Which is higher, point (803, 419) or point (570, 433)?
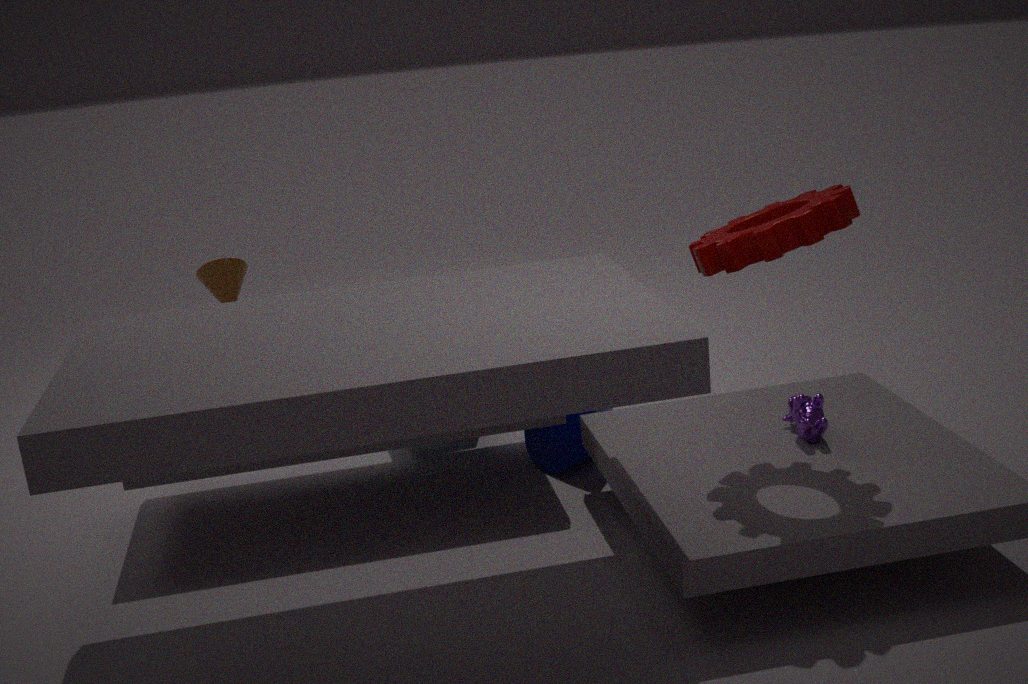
Answer: point (803, 419)
